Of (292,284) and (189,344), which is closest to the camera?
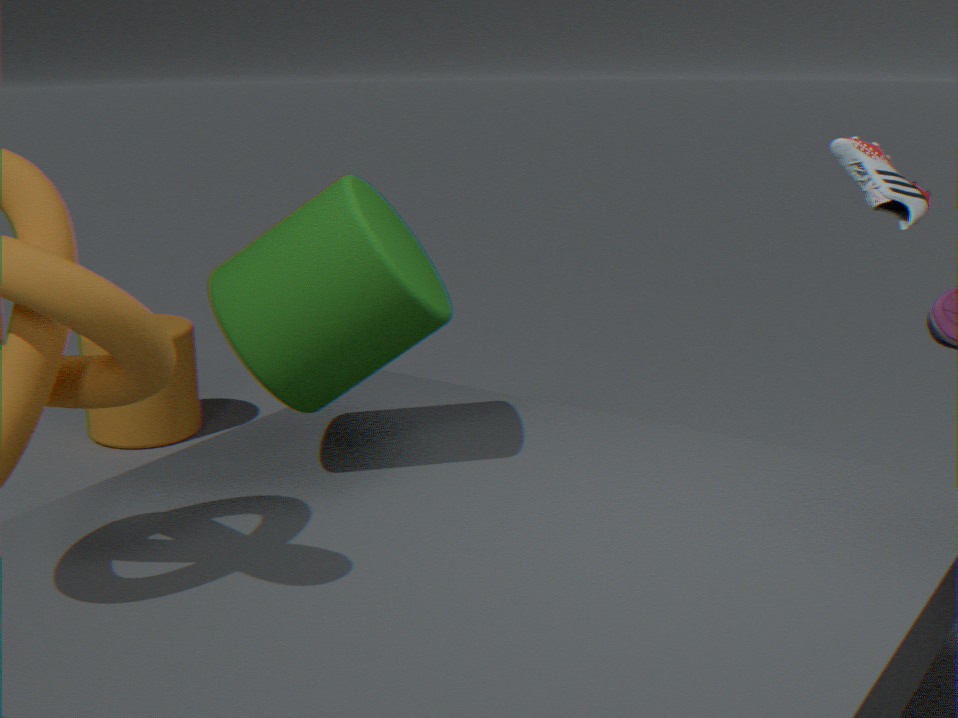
(292,284)
